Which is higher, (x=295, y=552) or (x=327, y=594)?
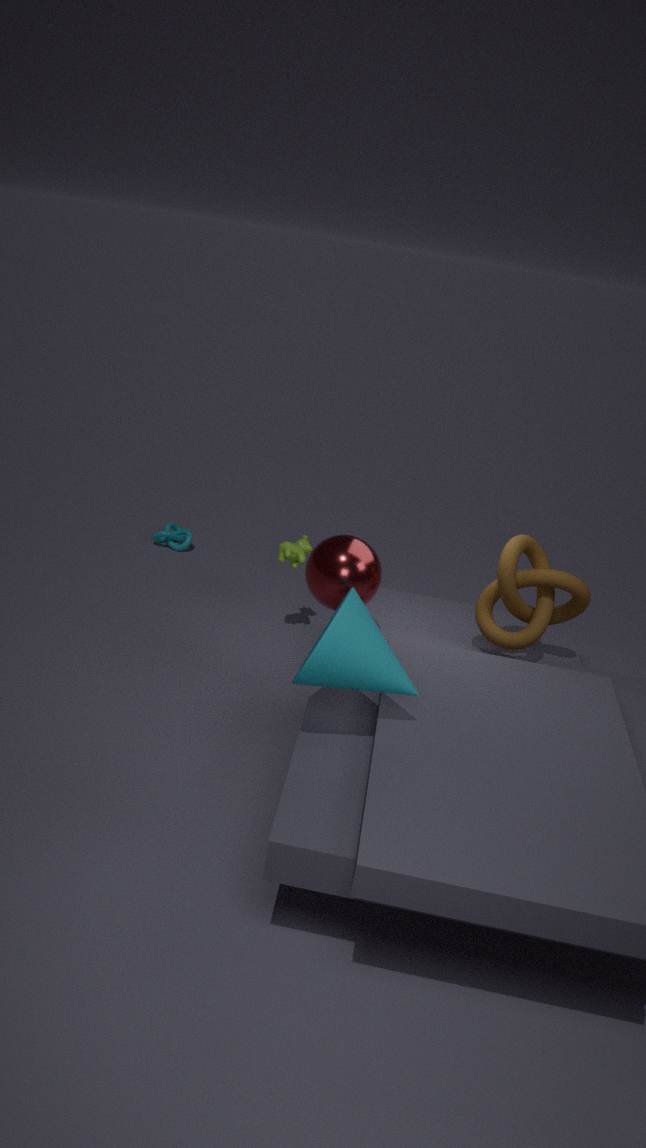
(x=327, y=594)
